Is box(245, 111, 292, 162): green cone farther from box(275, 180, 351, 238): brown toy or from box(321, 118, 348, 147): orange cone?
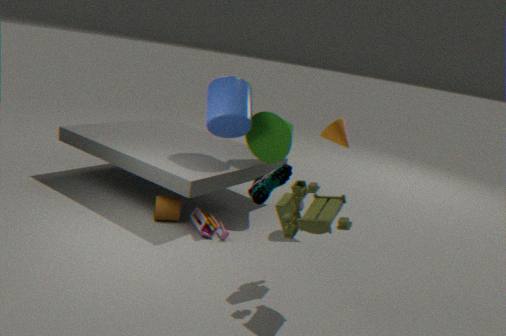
box(275, 180, 351, 238): brown toy
